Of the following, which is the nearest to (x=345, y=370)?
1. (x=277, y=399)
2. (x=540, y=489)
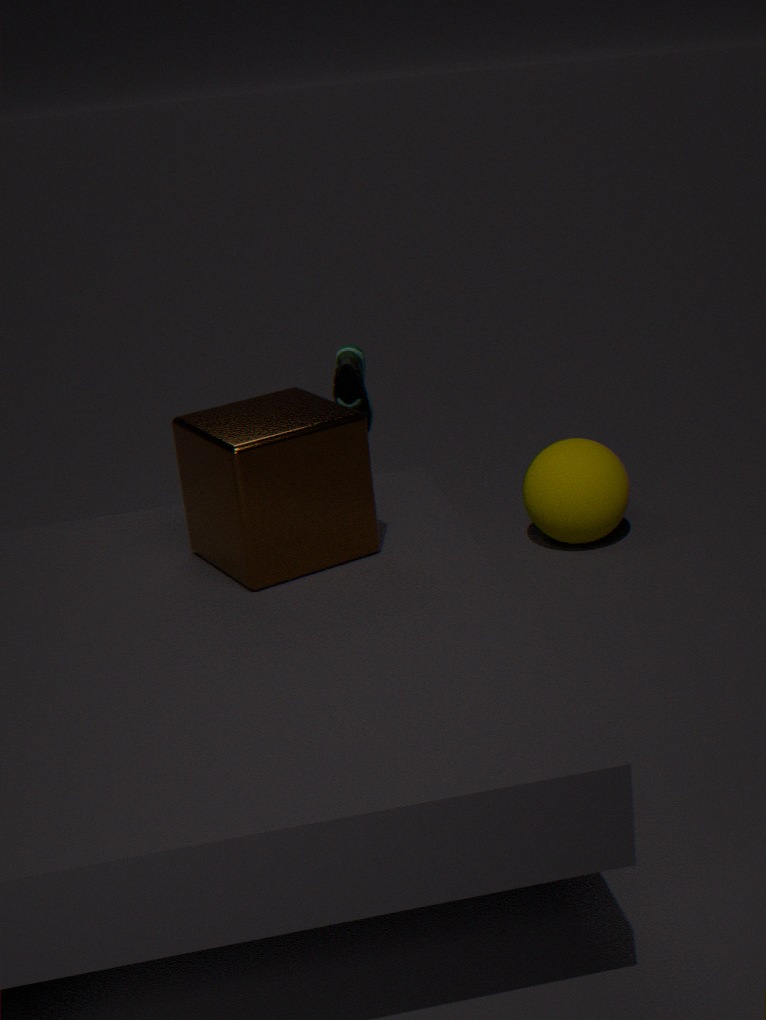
(x=540, y=489)
